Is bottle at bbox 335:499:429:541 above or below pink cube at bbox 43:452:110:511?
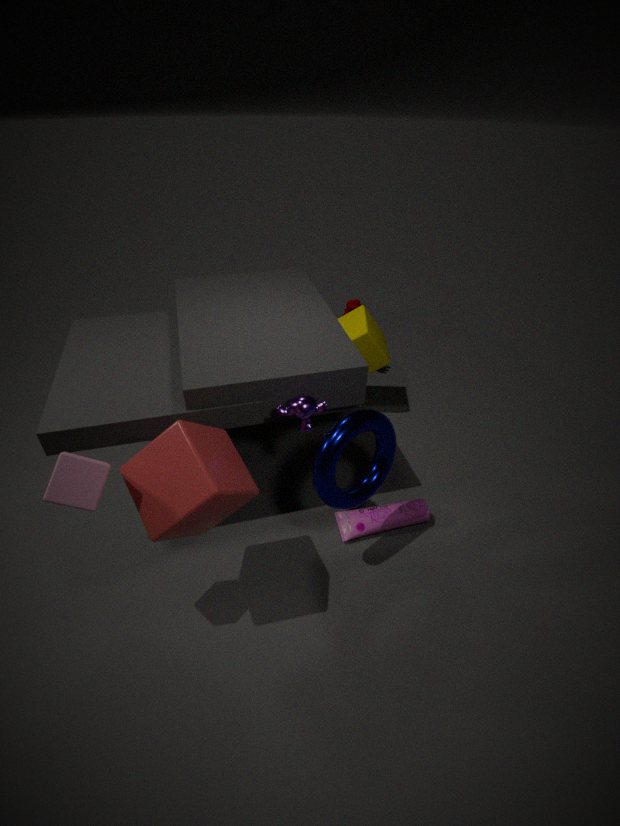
below
